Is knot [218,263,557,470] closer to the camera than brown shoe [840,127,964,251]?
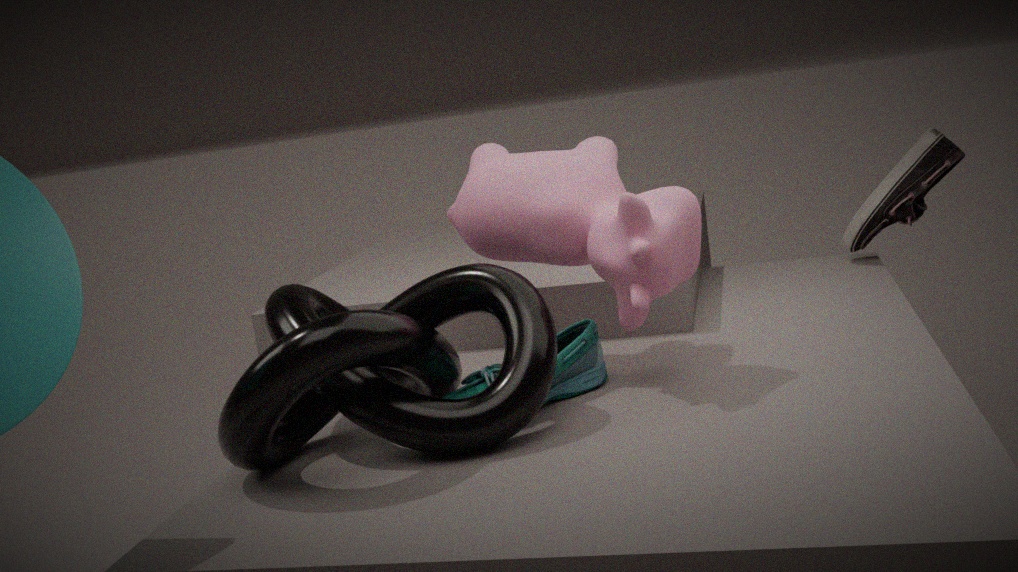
Yes
